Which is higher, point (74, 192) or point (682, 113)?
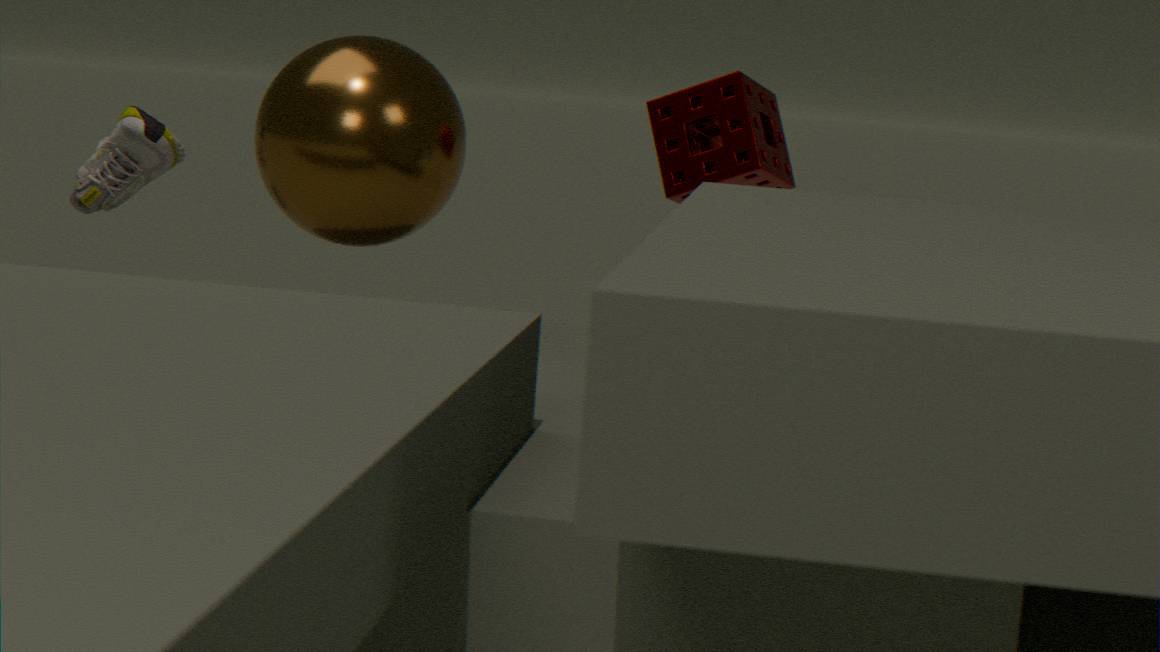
point (682, 113)
